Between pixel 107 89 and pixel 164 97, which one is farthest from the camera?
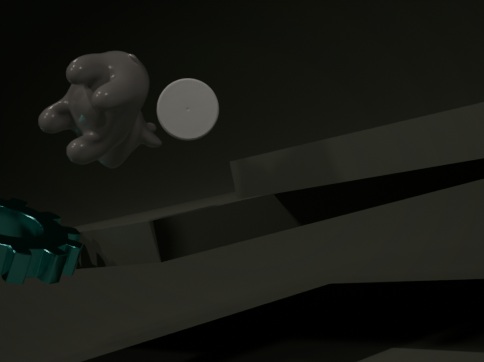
pixel 107 89
